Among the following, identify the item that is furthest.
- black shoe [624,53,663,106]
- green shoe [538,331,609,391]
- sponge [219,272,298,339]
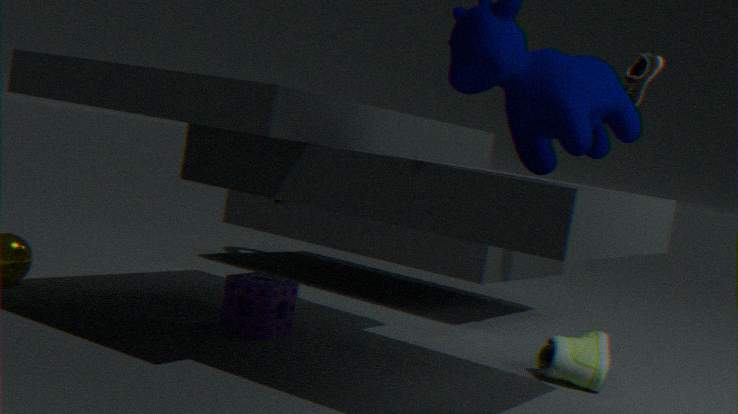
black shoe [624,53,663,106]
